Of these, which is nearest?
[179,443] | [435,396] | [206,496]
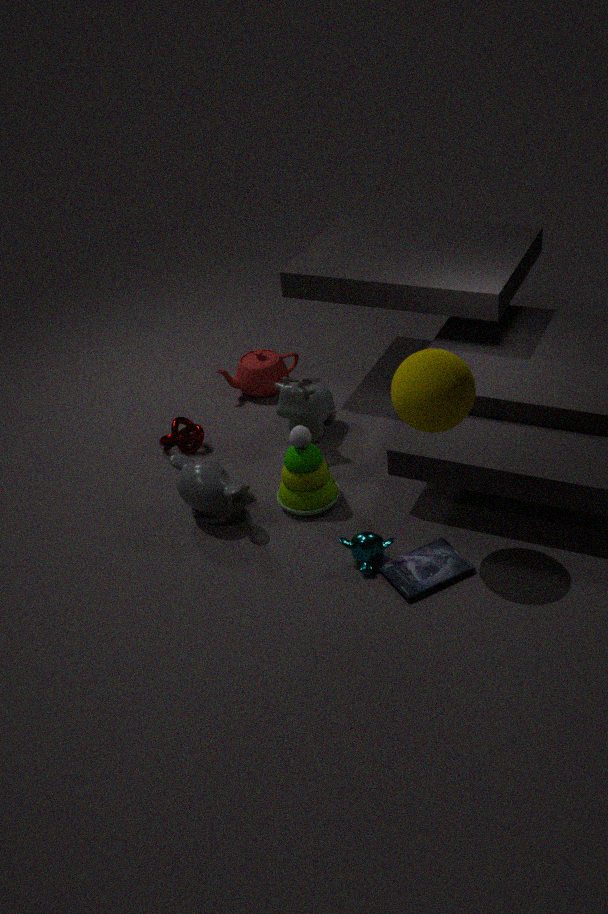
[435,396]
